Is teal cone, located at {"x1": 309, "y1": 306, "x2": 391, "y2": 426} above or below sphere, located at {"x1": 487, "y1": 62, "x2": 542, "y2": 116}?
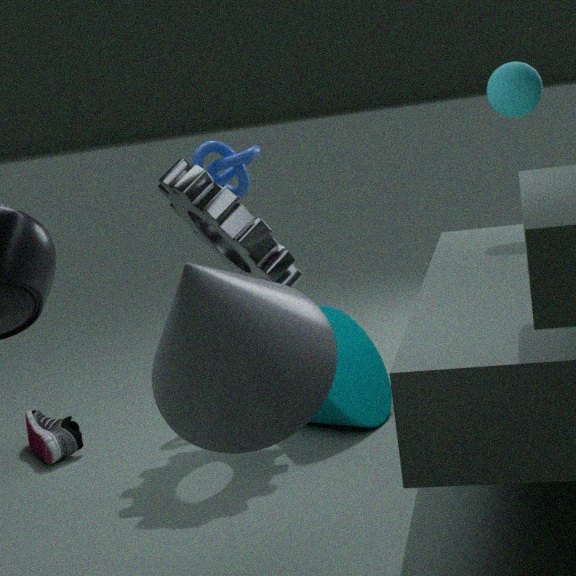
below
